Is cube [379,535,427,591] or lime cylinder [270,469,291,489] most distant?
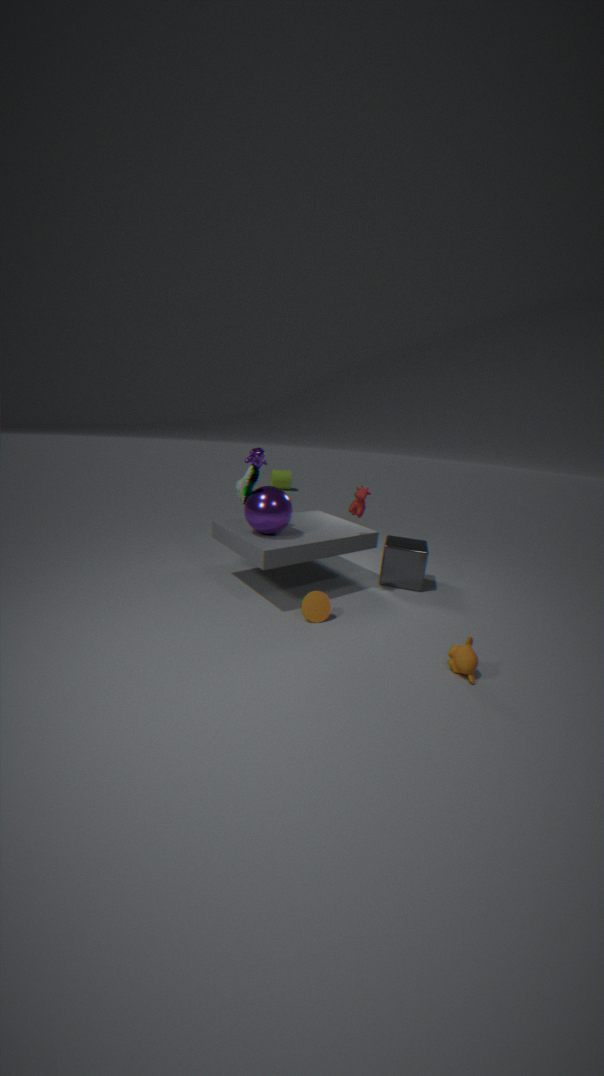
lime cylinder [270,469,291,489]
